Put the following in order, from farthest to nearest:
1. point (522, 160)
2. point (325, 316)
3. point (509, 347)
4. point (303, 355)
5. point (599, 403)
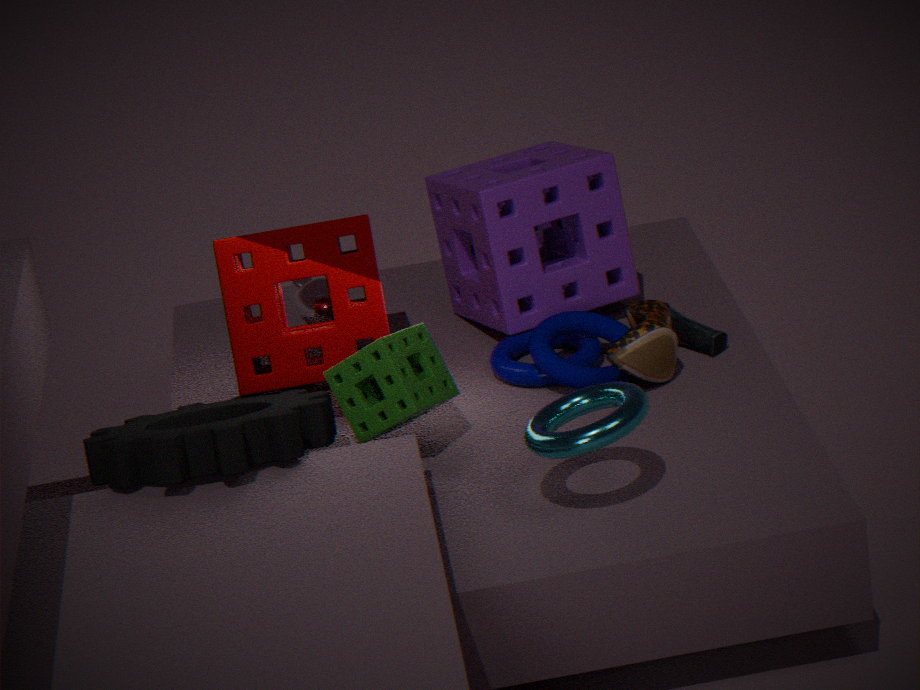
point (325, 316) < point (522, 160) < point (509, 347) < point (303, 355) < point (599, 403)
